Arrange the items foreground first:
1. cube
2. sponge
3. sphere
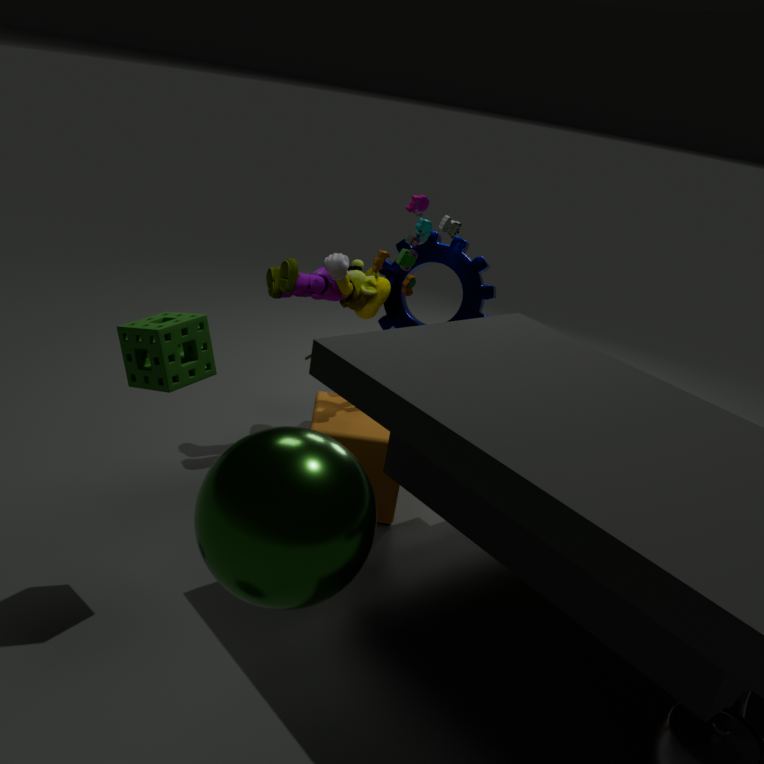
sphere < sponge < cube
